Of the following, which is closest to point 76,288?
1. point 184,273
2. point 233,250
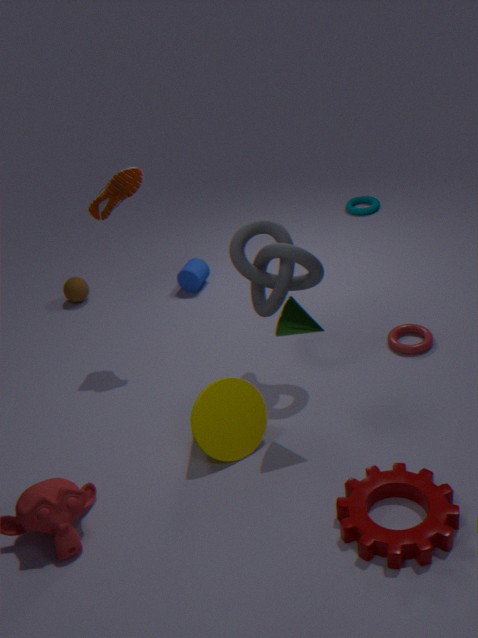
point 184,273
